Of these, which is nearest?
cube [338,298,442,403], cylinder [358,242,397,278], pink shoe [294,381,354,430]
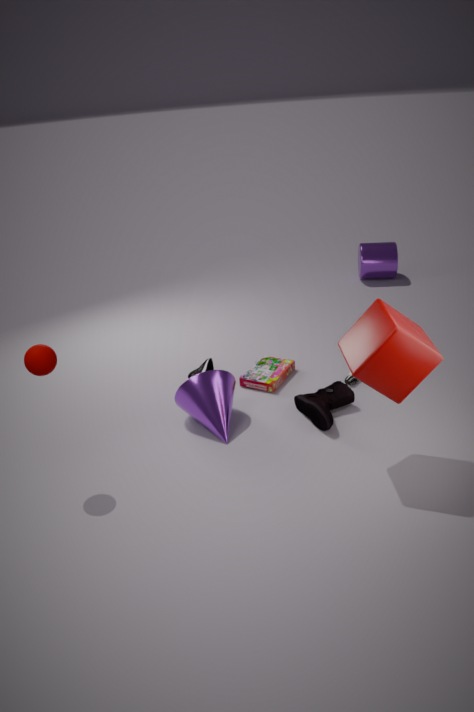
cube [338,298,442,403]
